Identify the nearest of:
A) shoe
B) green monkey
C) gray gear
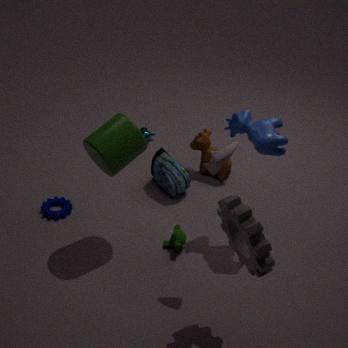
gray gear
